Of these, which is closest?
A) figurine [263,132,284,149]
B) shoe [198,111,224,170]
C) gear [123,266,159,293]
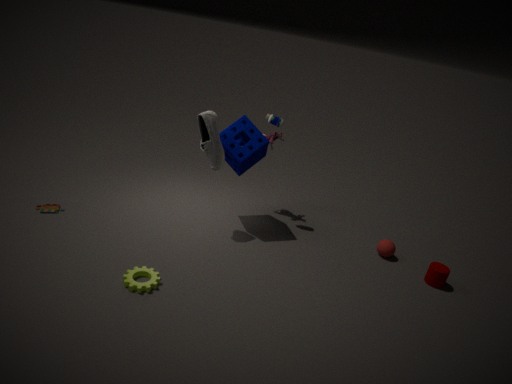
gear [123,266,159,293]
